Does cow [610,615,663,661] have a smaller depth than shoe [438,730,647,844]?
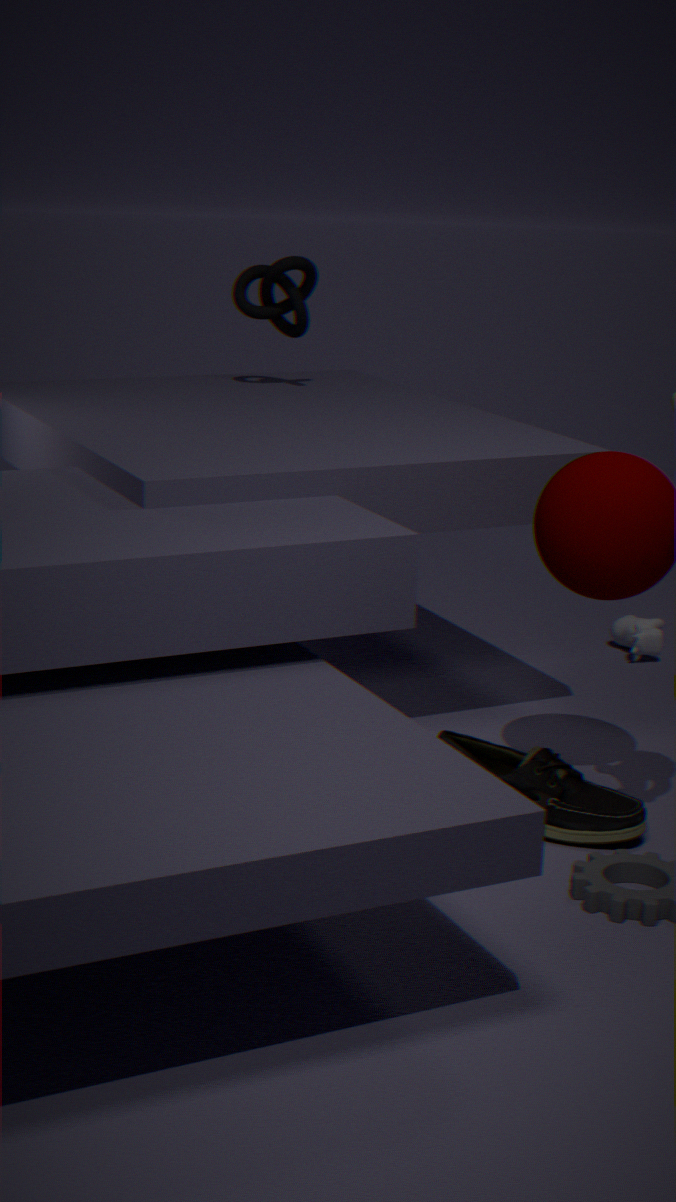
No
